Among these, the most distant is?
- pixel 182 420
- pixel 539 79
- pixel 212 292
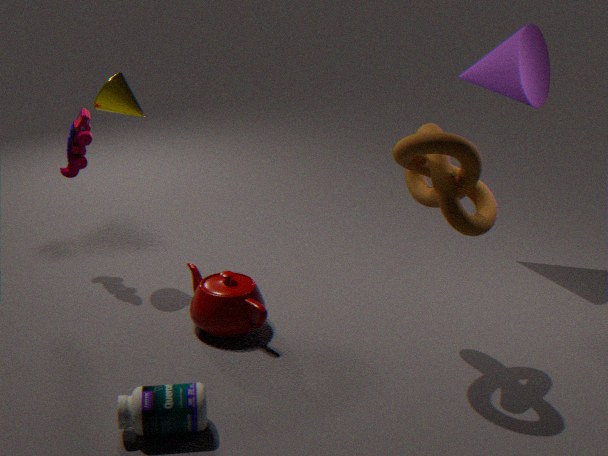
pixel 539 79
